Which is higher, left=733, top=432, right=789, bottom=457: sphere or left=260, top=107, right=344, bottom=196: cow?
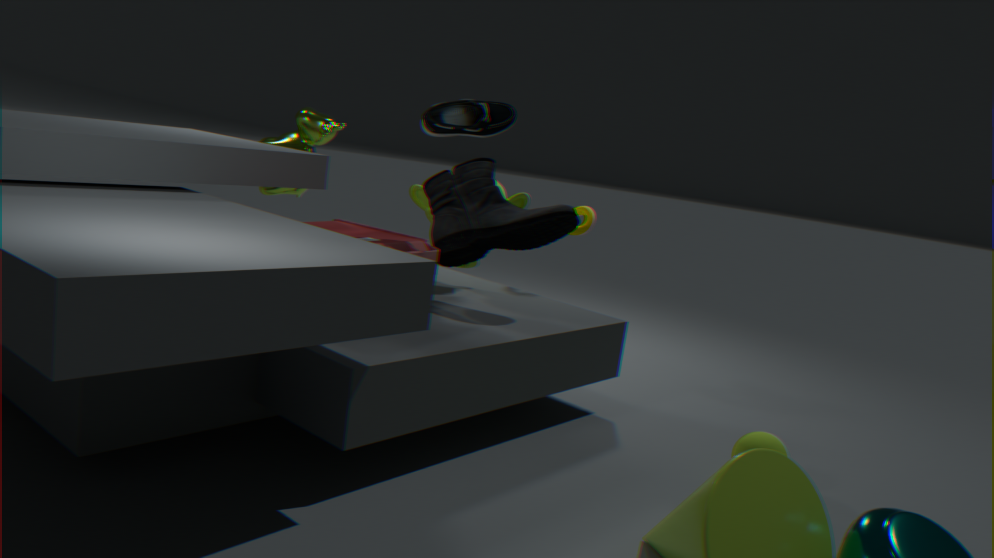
left=260, top=107, right=344, bottom=196: cow
